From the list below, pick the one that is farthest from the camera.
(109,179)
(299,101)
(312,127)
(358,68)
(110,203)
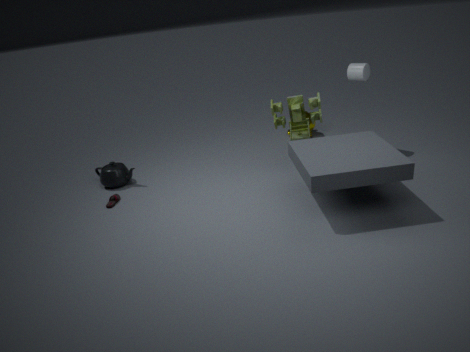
(312,127)
